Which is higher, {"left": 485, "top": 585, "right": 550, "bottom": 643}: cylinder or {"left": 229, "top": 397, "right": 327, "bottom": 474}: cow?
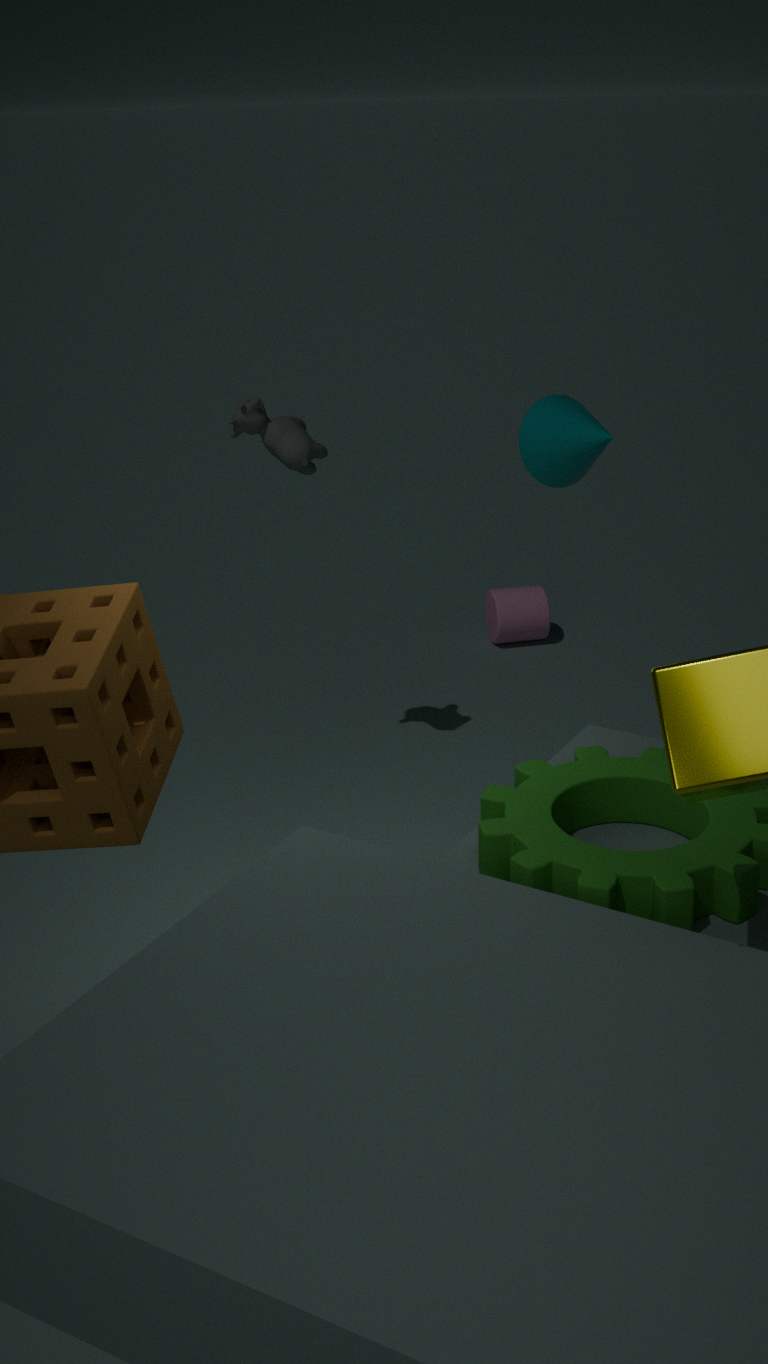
{"left": 229, "top": 397, "right": 327, "bottom": 474}: cow
